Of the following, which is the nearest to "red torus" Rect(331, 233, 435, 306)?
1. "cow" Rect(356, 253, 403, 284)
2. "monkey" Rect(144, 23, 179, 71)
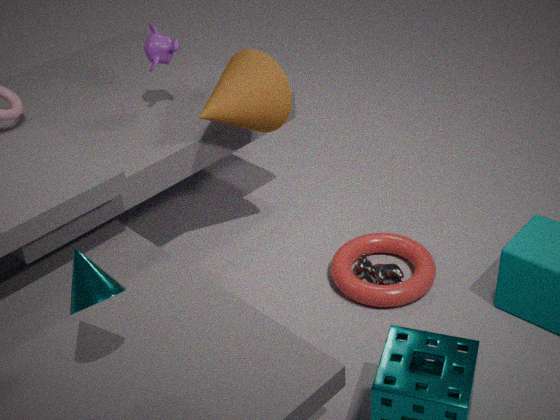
"cow" Rect(356, 253, 403, 284)
